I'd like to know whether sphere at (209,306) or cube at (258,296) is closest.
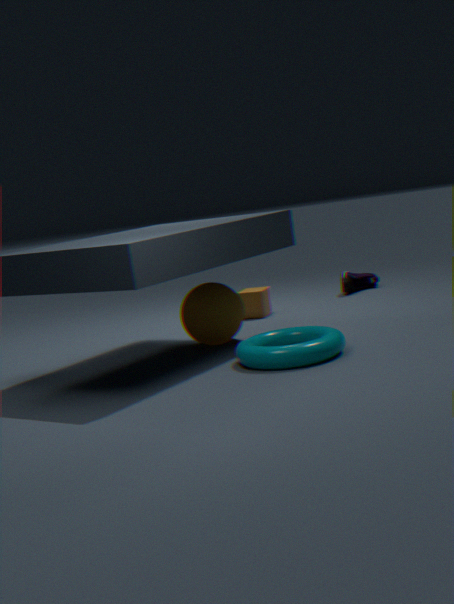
sphere at (209,306)
